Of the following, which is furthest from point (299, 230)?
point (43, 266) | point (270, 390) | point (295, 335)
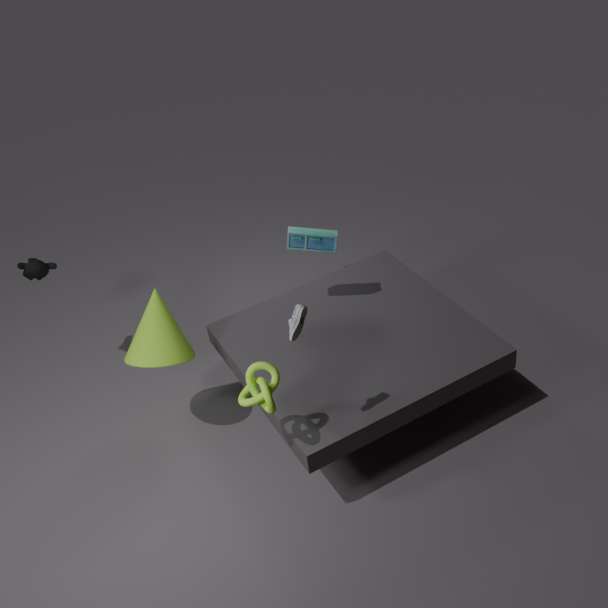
point (43, 266)
